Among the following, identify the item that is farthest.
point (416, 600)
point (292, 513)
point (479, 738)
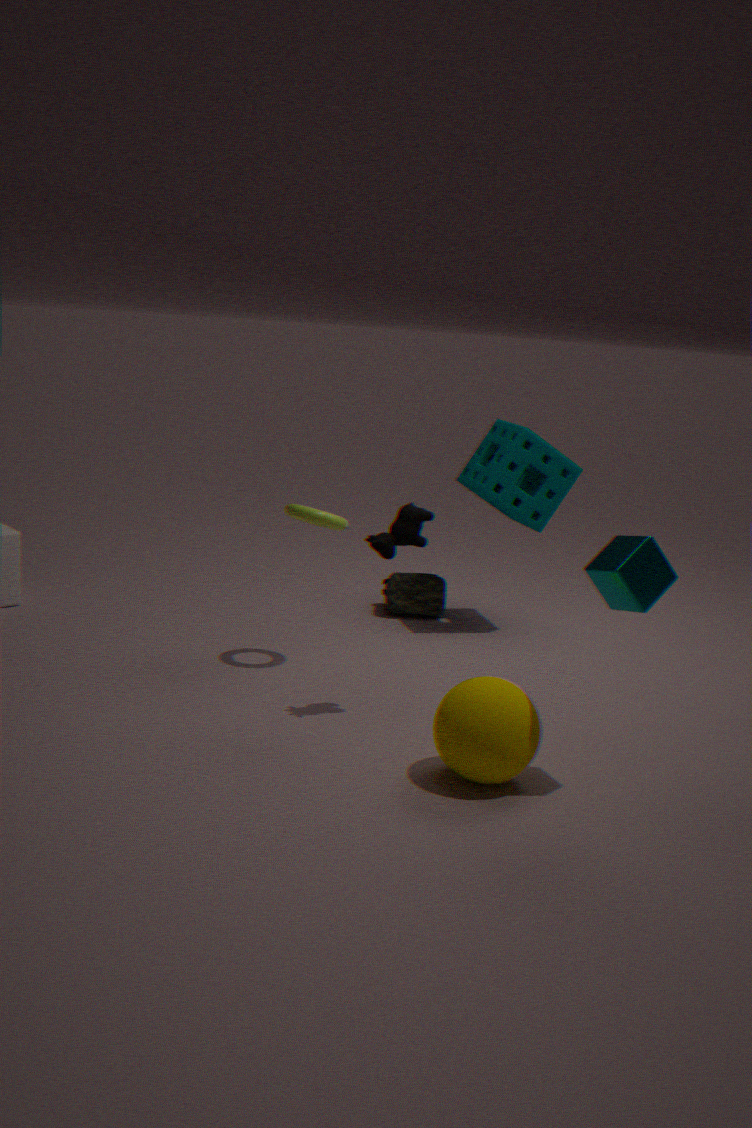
point (416, 600)
